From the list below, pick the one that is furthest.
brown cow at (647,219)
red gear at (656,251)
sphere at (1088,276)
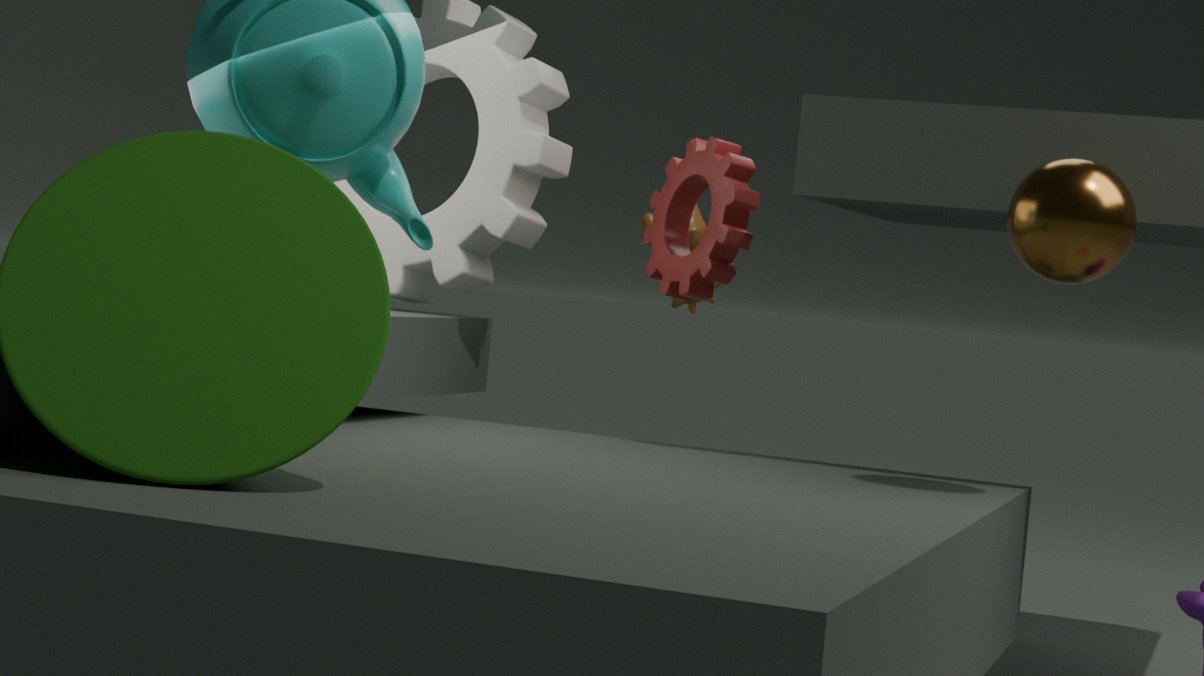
brown cow at (647,219)
